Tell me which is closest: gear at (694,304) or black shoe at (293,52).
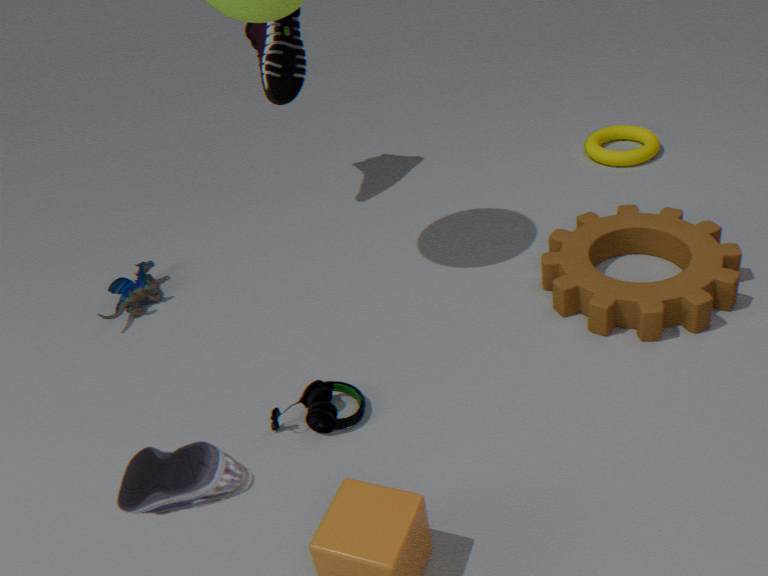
gear at (694,304)
